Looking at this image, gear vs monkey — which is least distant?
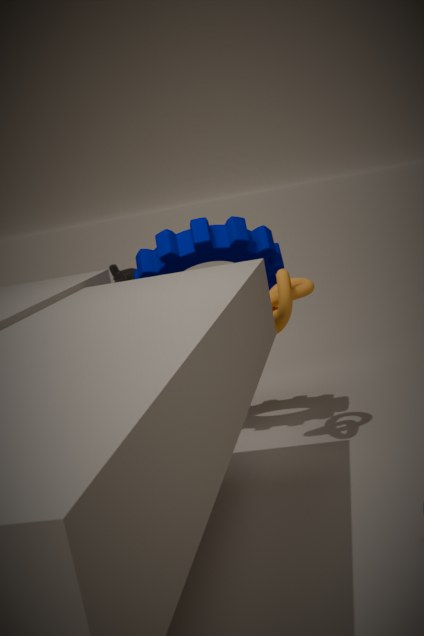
gear
